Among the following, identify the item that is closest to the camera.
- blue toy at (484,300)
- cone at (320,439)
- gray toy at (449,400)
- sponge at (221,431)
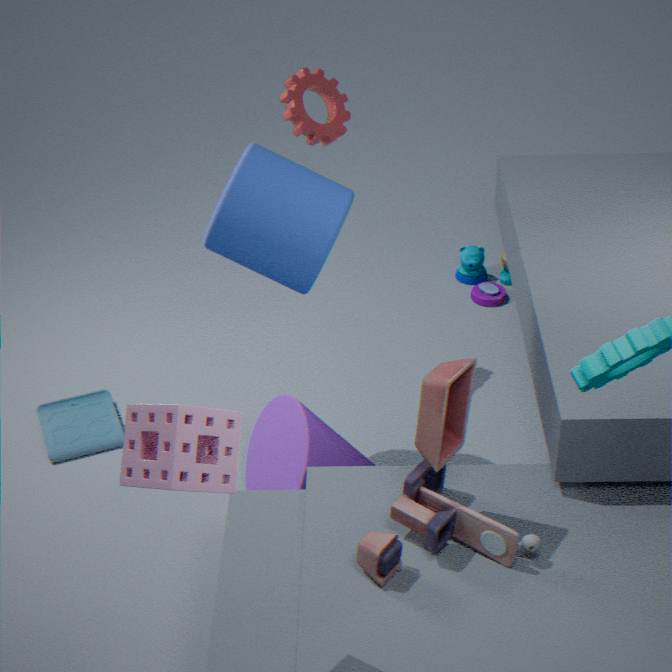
sponge at (221,431)
